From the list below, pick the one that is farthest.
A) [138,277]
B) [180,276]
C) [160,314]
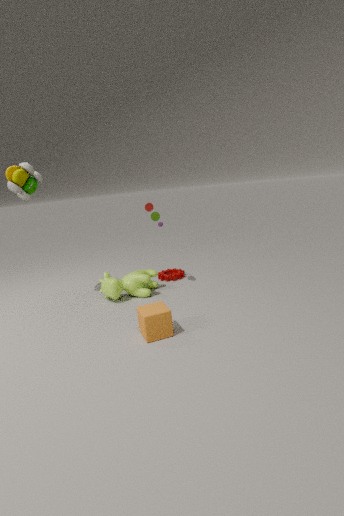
[180,276]
